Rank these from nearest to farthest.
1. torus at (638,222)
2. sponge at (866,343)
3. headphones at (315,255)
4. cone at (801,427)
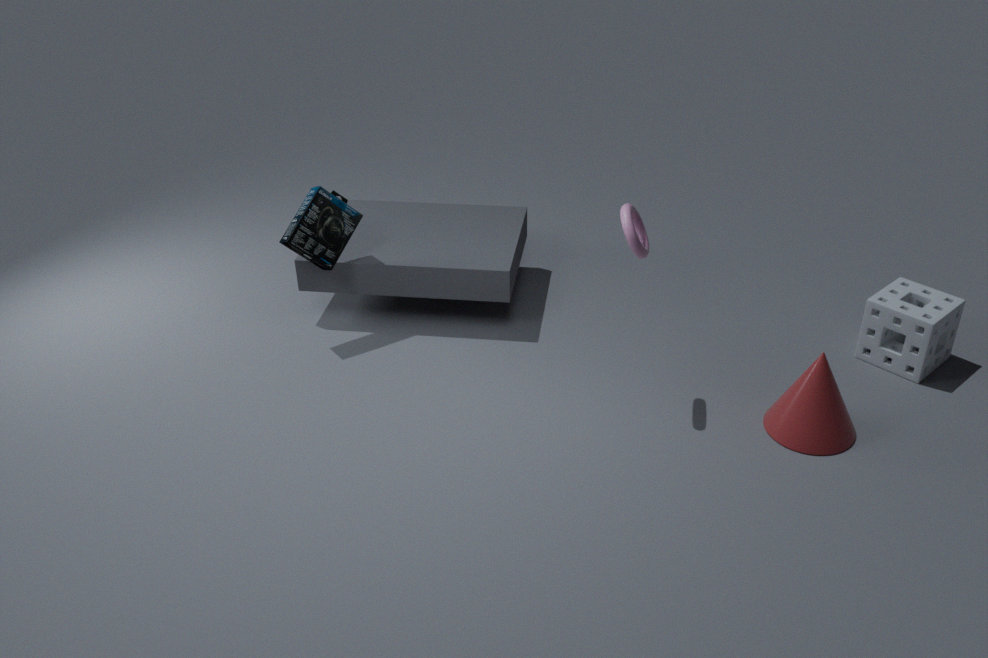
1. torus at (638,222)
2. cone at (801,427)
3. sponge at (866,343)
4. headphones at (315,255)
